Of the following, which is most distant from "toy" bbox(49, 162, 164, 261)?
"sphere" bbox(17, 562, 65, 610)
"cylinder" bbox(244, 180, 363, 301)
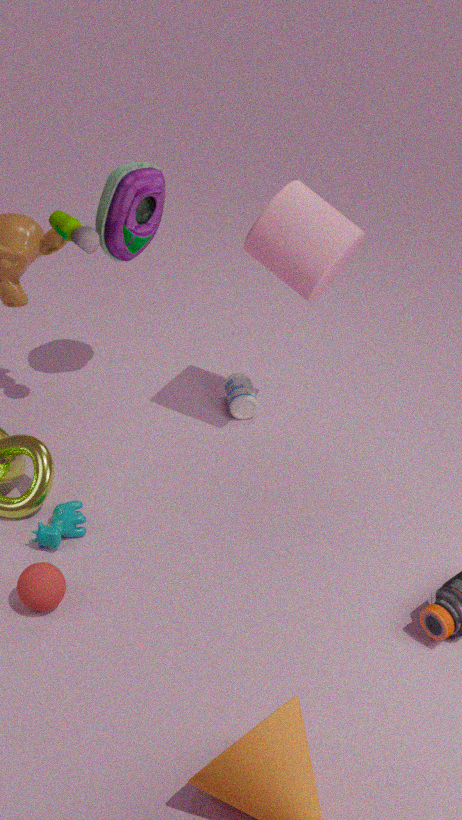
"sphere" bbox(17, 562, 65, 610)
